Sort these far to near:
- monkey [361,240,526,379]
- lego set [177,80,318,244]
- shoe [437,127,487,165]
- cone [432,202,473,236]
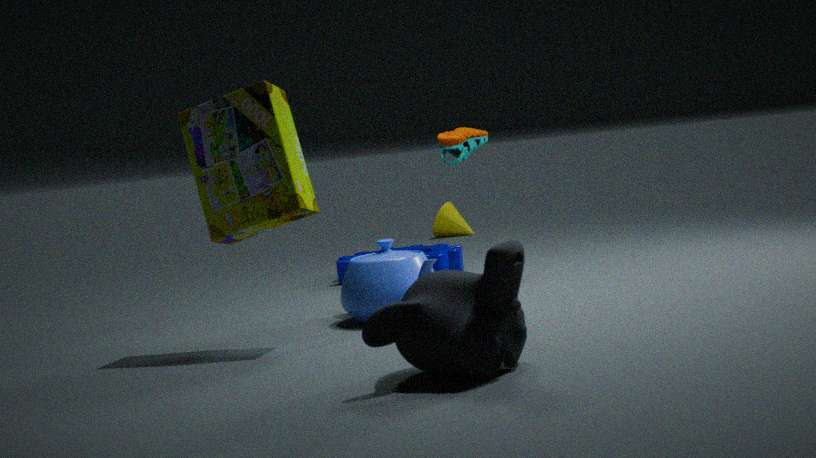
1. cone [432,202,473,236]
2. shoe [437,127,487,165]
3. lego set [177,80,318,244]
4. monkey [361,240,526,379]
